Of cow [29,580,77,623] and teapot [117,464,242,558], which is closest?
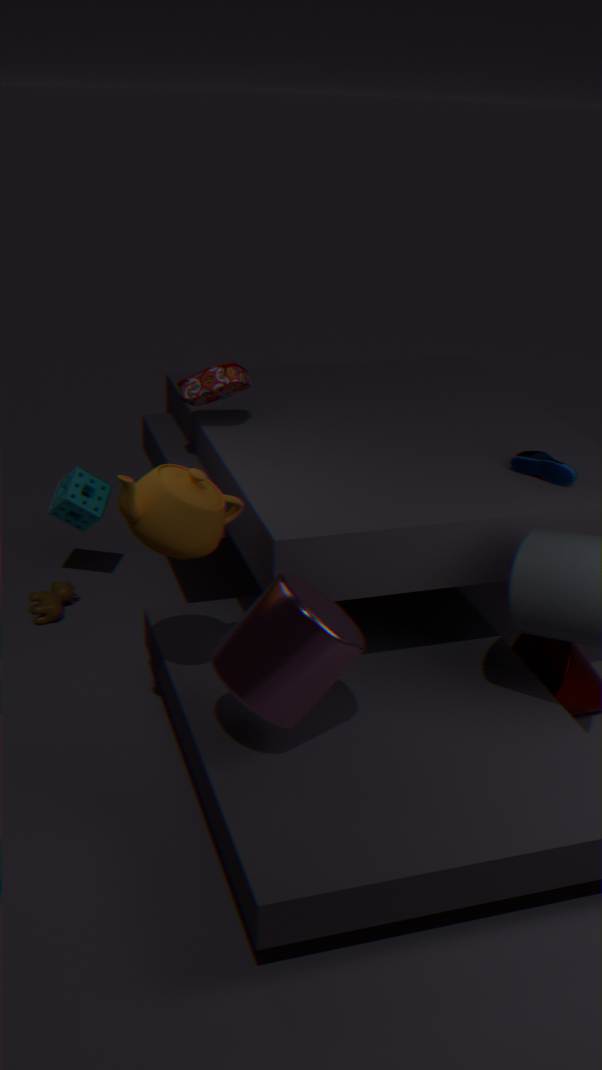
teapot [117,464,242,558]
